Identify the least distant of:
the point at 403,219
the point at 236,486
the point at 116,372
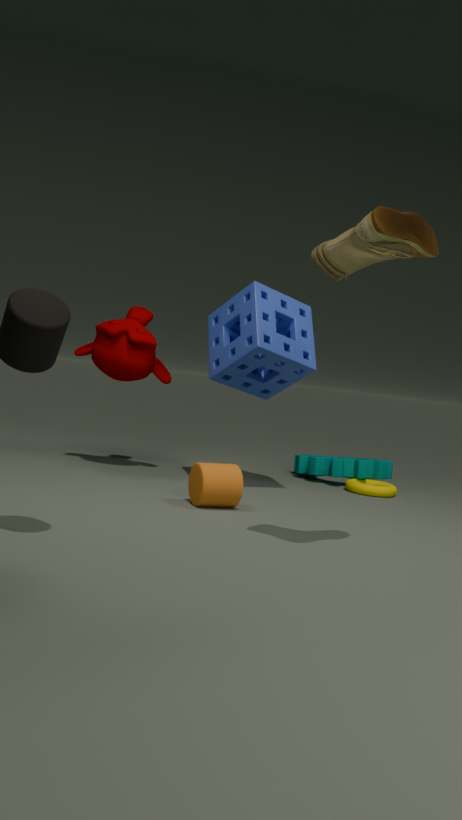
the point at 403,219
